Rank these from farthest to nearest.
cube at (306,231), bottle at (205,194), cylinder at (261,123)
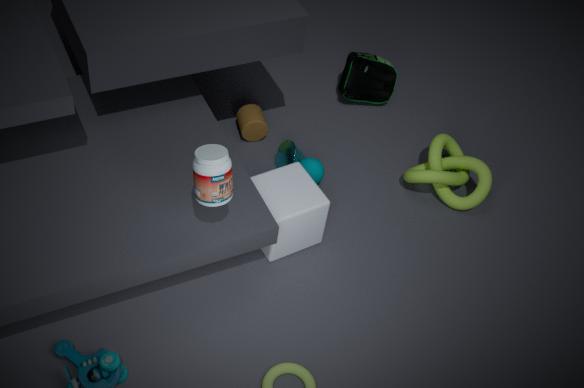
cylinder at (261,123), cube at (306,231), bottle at (205,194)
